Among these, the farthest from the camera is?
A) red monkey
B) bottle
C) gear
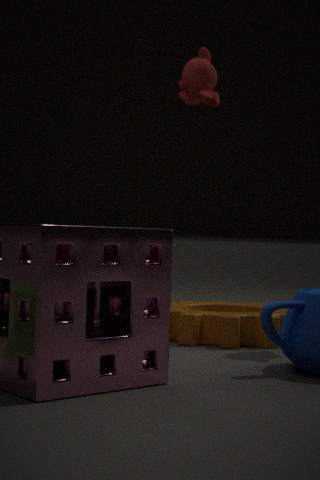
red monkey
